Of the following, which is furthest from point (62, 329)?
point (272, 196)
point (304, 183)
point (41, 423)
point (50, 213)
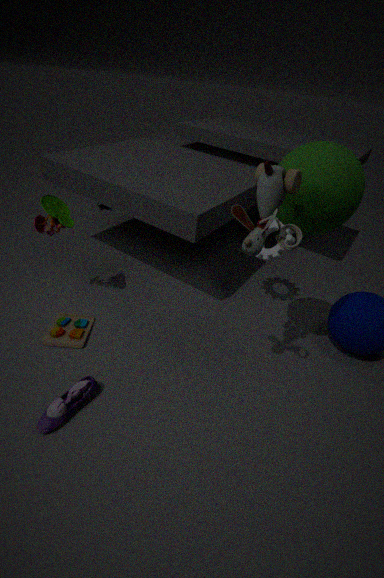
point (304, 183)
